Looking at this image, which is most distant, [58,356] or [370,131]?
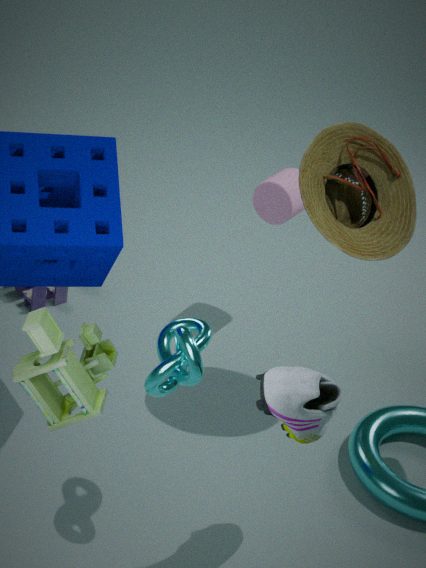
[370,131]
